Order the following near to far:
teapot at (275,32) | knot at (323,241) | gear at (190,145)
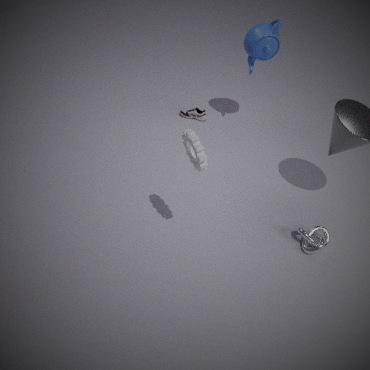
gear at (190,145), knot at (323,241), teapot at (275,32)
